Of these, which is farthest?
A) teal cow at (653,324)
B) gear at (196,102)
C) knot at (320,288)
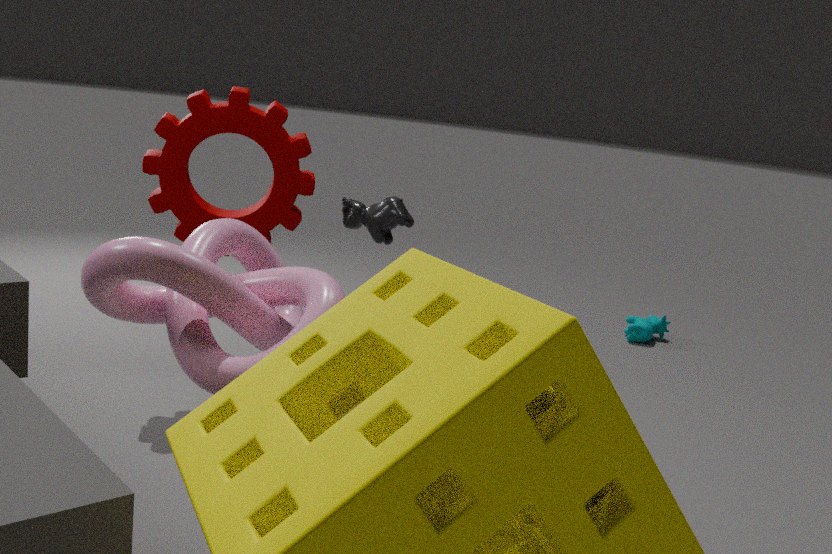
teal cow at (653,324)
